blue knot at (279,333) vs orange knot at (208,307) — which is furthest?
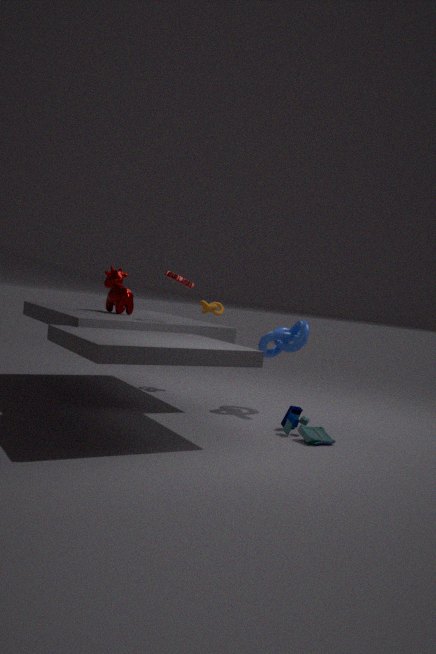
orange knot at (208,307)
